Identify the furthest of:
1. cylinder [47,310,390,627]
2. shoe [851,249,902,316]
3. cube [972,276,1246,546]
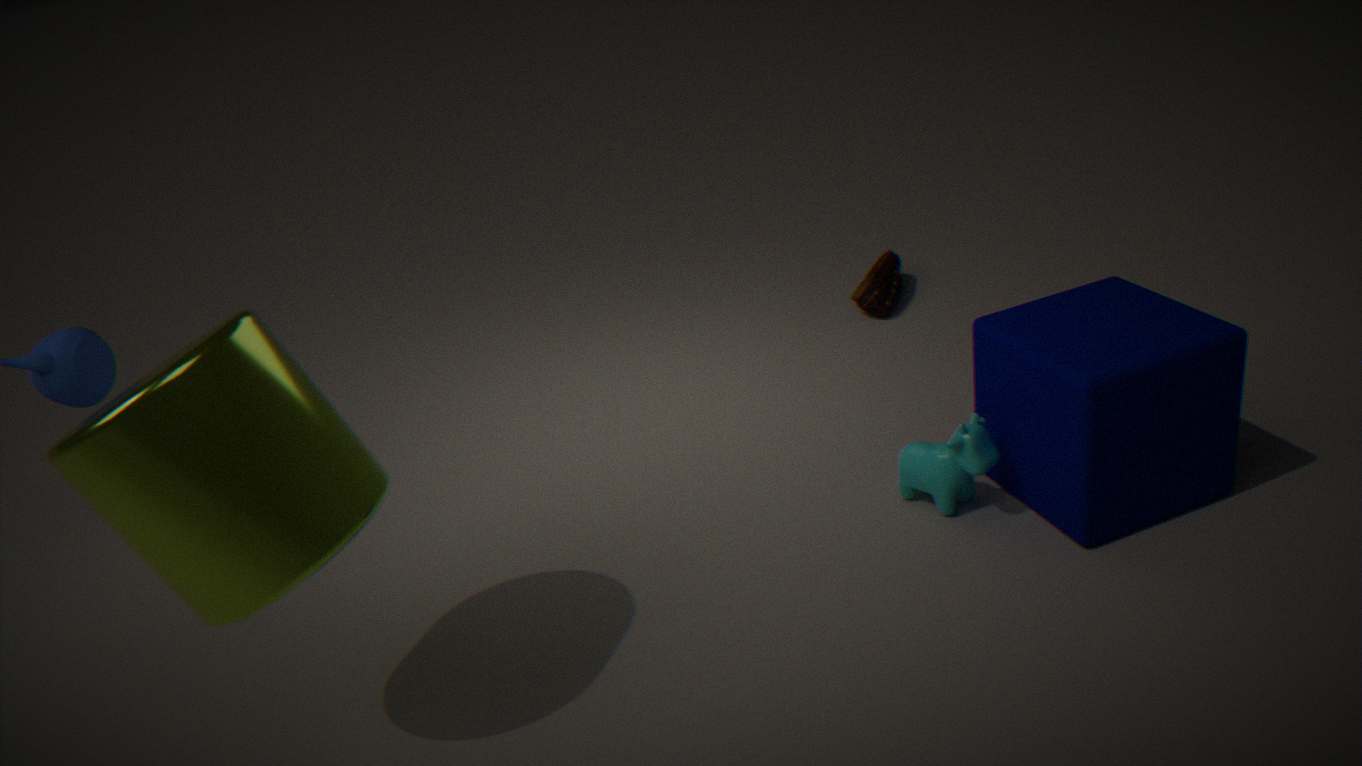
shoe [851,249,902,316]
